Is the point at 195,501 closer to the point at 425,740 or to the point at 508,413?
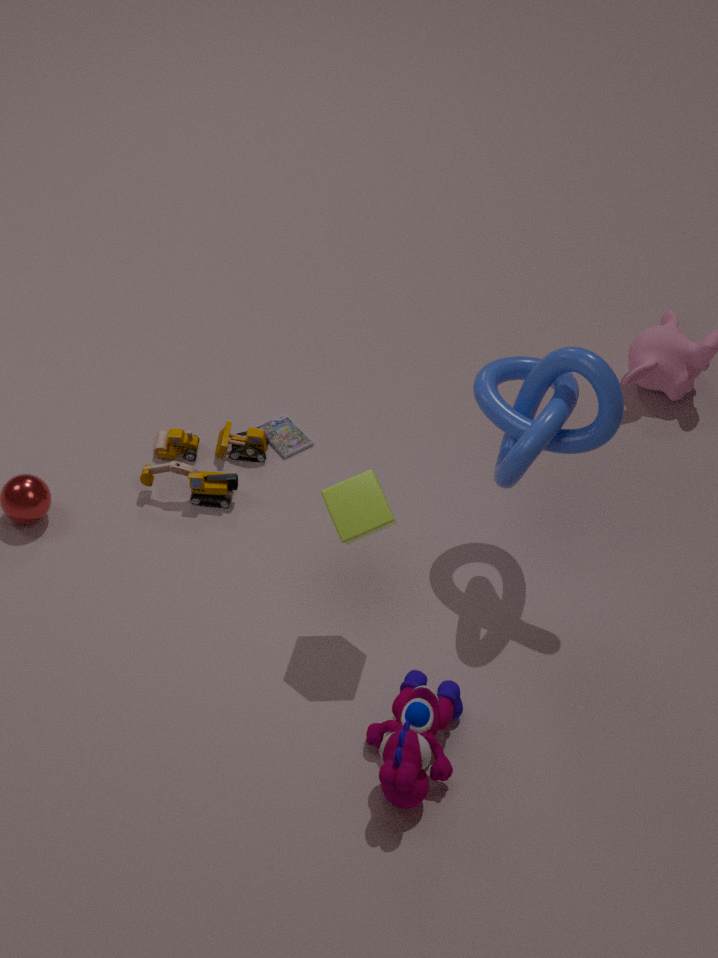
the point at 508,413
